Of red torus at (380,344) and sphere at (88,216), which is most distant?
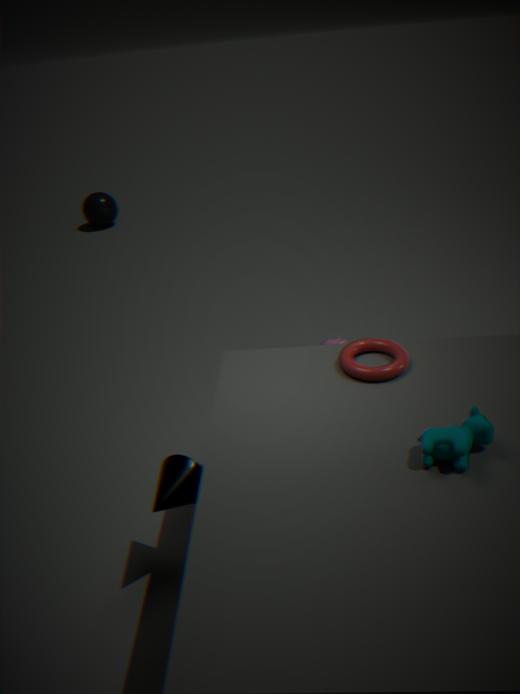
sphere at (88,216)
